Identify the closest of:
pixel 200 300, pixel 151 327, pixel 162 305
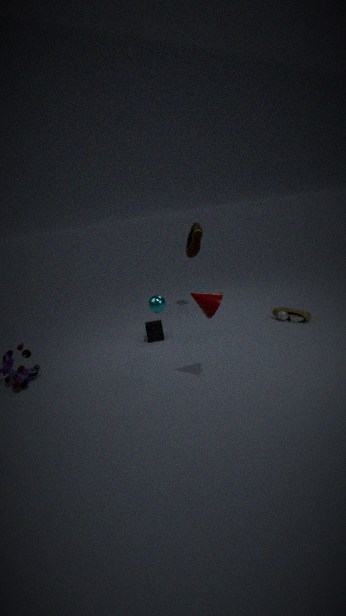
pixel 200 300
